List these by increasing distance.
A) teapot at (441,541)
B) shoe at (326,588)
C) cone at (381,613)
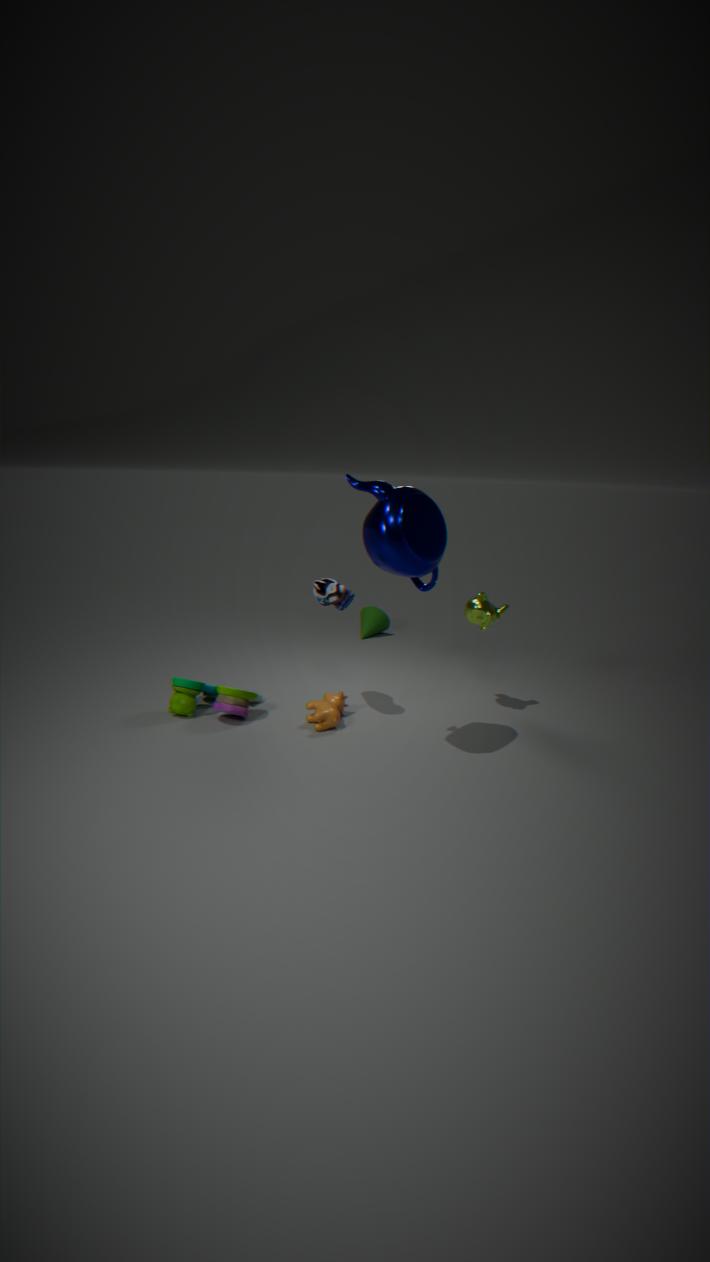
1. teapot at (441,541)
2. shoe at (326,588)
3. cone at (381,613)
